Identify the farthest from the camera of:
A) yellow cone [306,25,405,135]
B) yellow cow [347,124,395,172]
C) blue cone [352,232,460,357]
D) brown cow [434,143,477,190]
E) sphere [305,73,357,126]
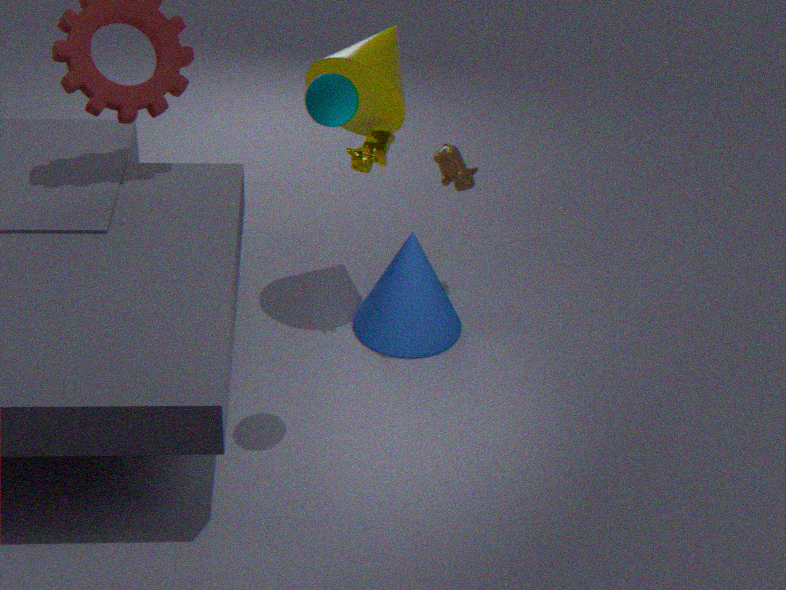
brown cow [434,143,477,190]
